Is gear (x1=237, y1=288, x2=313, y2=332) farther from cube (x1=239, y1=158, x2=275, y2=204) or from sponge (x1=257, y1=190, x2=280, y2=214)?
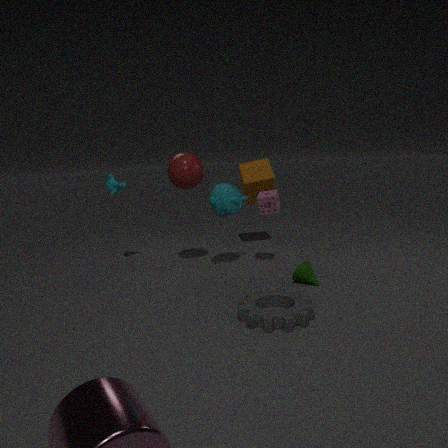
cube (x1=239, y1=158, x2=275, y2=204)
